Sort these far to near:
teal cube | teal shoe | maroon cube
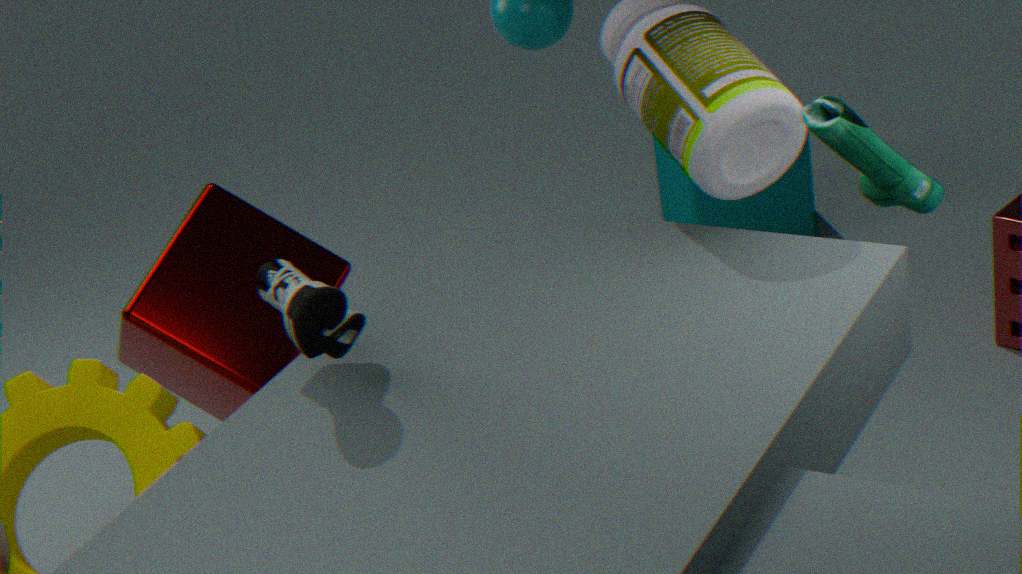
teal cube < maroon cube < teal shoe
